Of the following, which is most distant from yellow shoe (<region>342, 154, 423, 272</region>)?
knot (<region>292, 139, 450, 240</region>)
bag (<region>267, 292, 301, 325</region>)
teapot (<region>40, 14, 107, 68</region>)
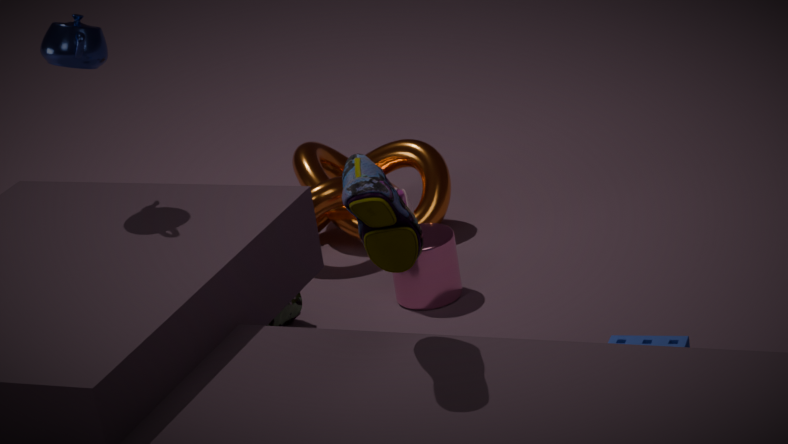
knot (<region>292, 139, 450, 240</region>)
